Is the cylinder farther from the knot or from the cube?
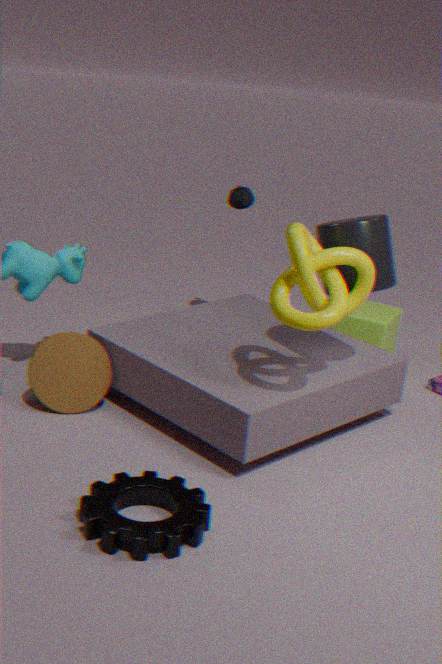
the cube
